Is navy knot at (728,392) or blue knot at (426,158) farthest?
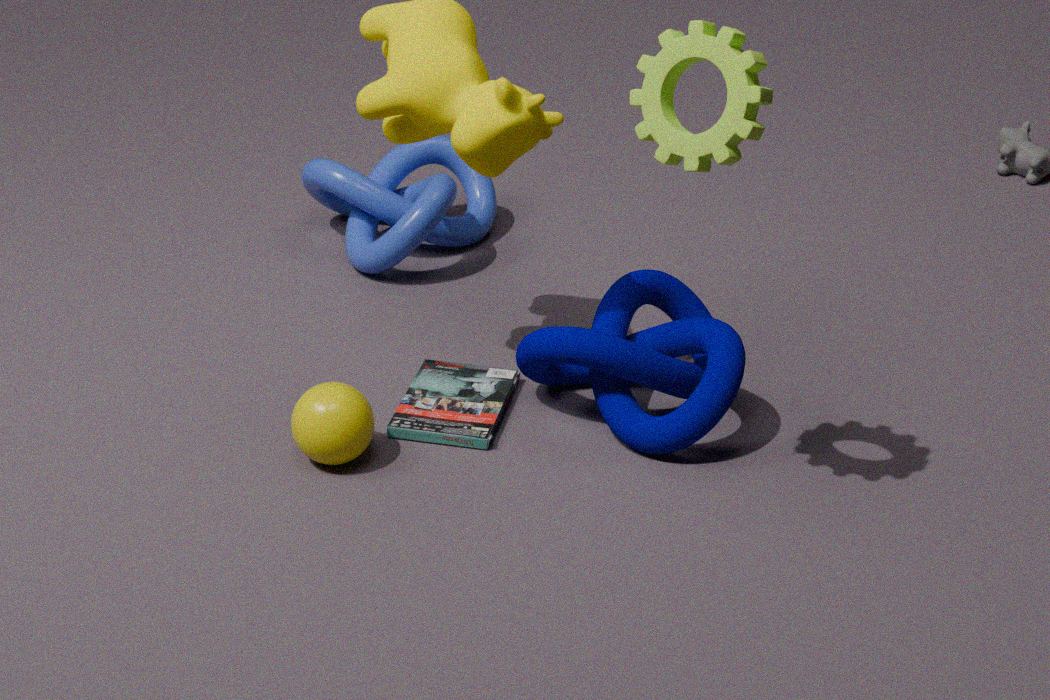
blue knot at (426,158)
